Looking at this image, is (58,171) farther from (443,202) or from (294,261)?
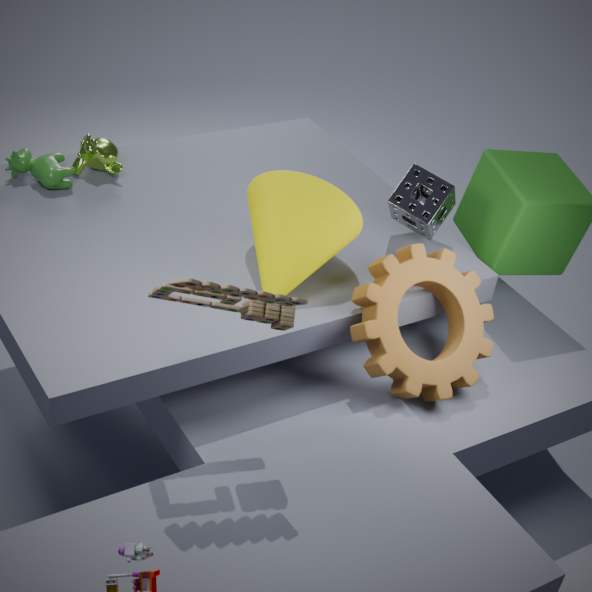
(443,202)
